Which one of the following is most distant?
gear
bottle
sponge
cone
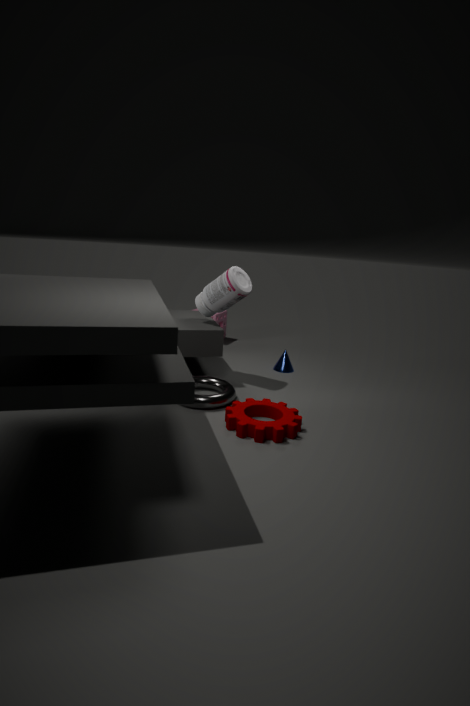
sponge
